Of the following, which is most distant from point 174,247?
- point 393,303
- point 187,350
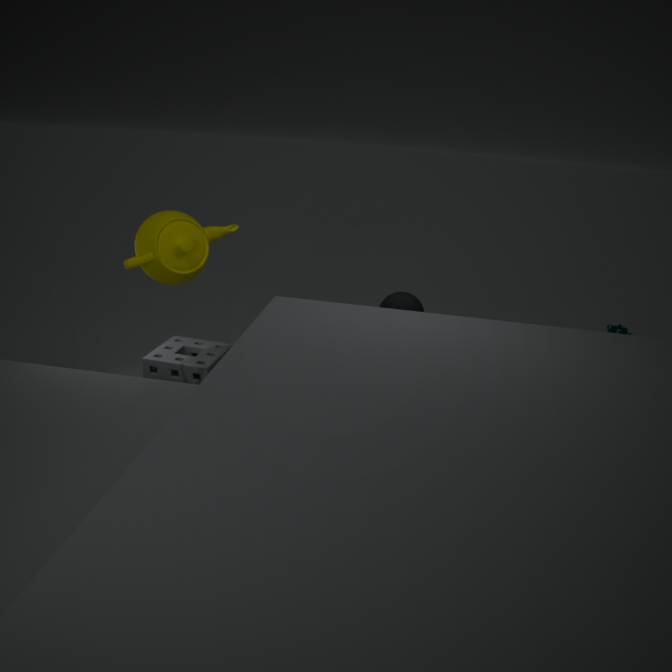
point 393,303
